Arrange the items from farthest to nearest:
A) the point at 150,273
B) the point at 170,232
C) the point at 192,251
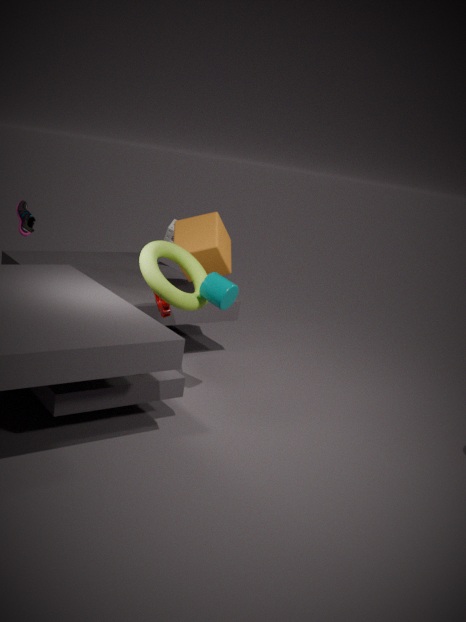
the point at 170,232
the point at 192,251
the point at 150,273
